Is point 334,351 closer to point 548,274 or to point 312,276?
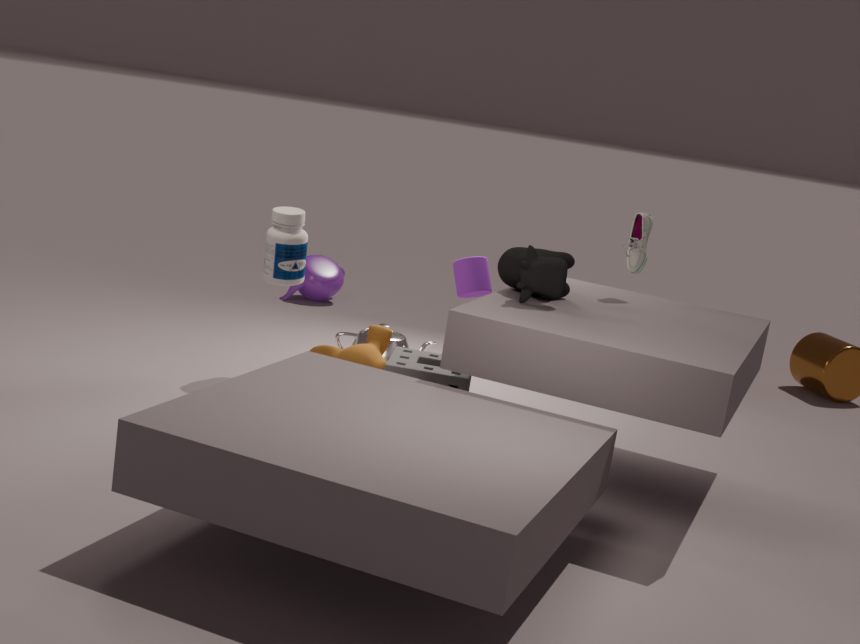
point 548,274
